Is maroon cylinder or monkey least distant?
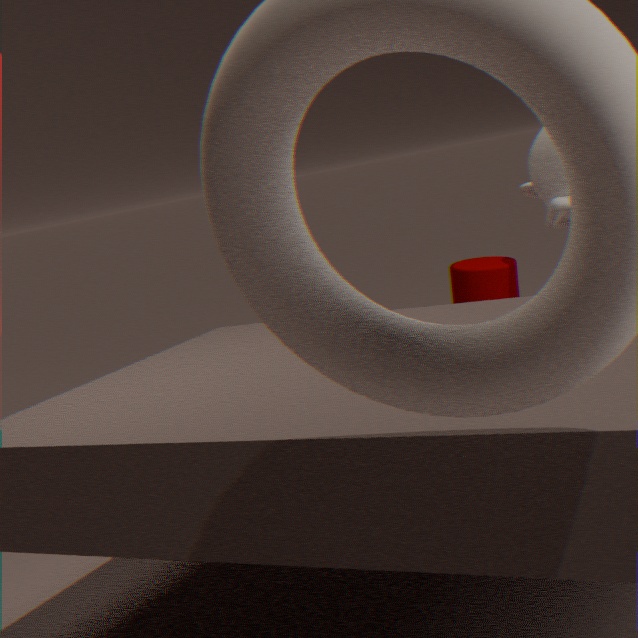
monkey
